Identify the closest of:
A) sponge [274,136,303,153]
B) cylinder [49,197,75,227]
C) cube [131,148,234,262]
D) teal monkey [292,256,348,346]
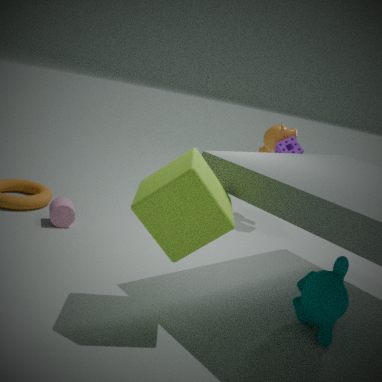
cube [131,148,234,262]
